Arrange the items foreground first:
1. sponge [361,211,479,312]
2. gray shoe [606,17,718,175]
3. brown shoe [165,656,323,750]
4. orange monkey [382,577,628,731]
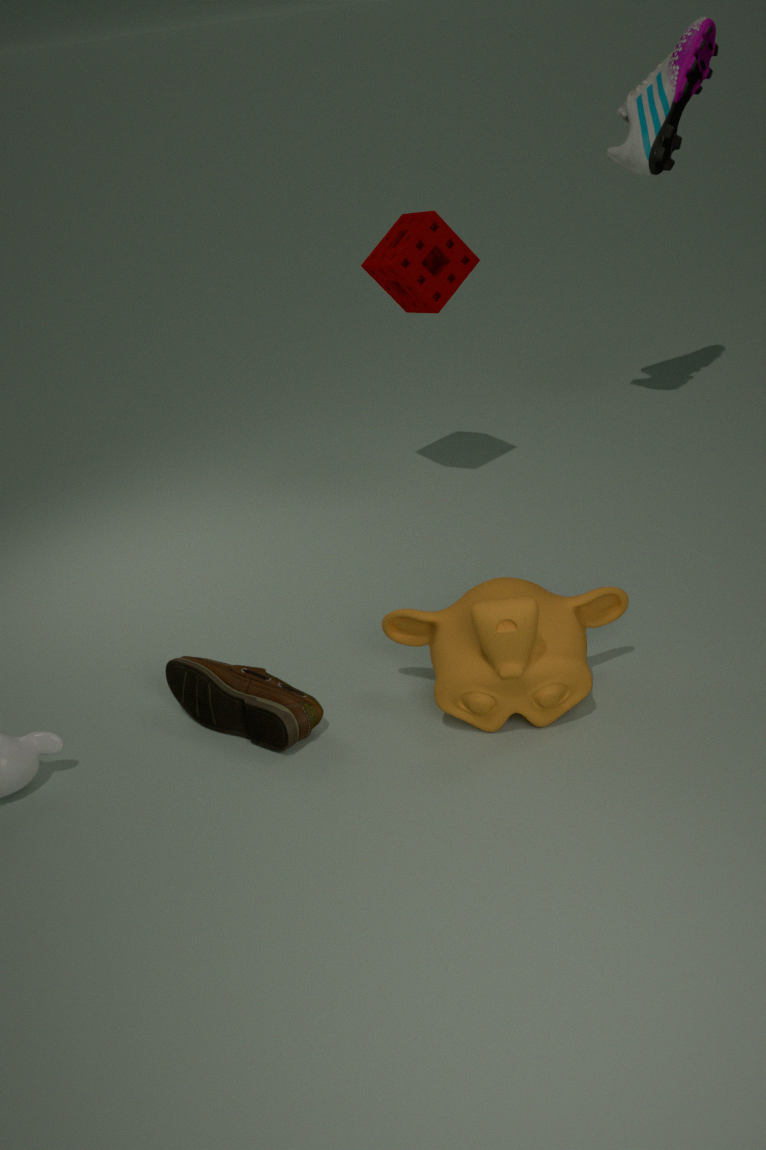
orange monkey [382,577,628,731], brown shoe [165,656,323,750], sponge [361,211,479,312], gray shoe [606,17,718,175]
